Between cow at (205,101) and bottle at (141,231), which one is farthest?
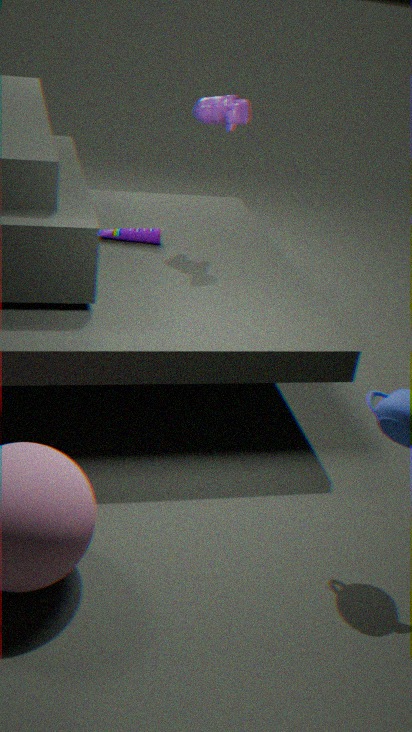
bottle at (141,231)
